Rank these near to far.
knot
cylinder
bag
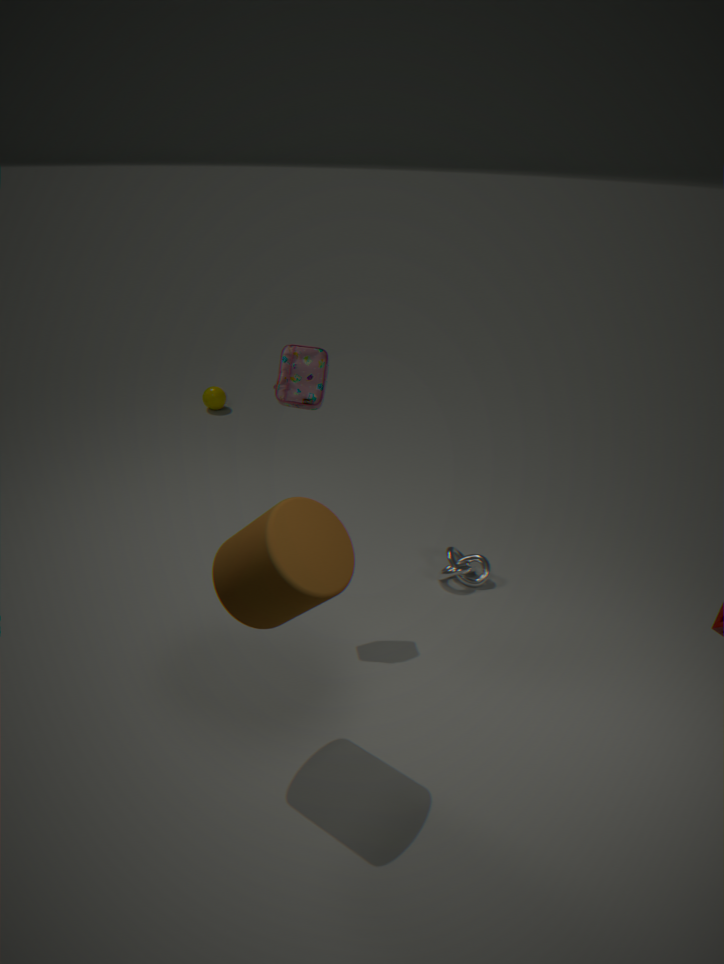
cylinder < bag < knot
